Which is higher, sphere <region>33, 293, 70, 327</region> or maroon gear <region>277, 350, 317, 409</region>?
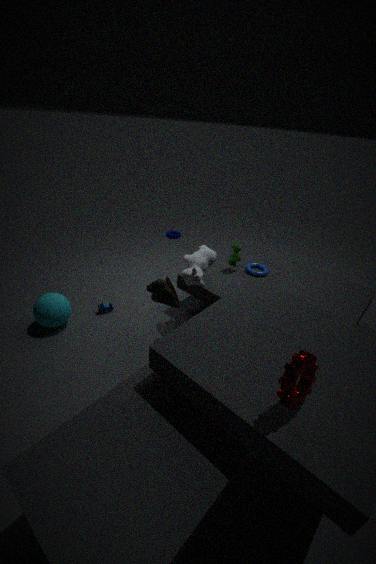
maroon gear <region>277, 350, 317, 409</region>
